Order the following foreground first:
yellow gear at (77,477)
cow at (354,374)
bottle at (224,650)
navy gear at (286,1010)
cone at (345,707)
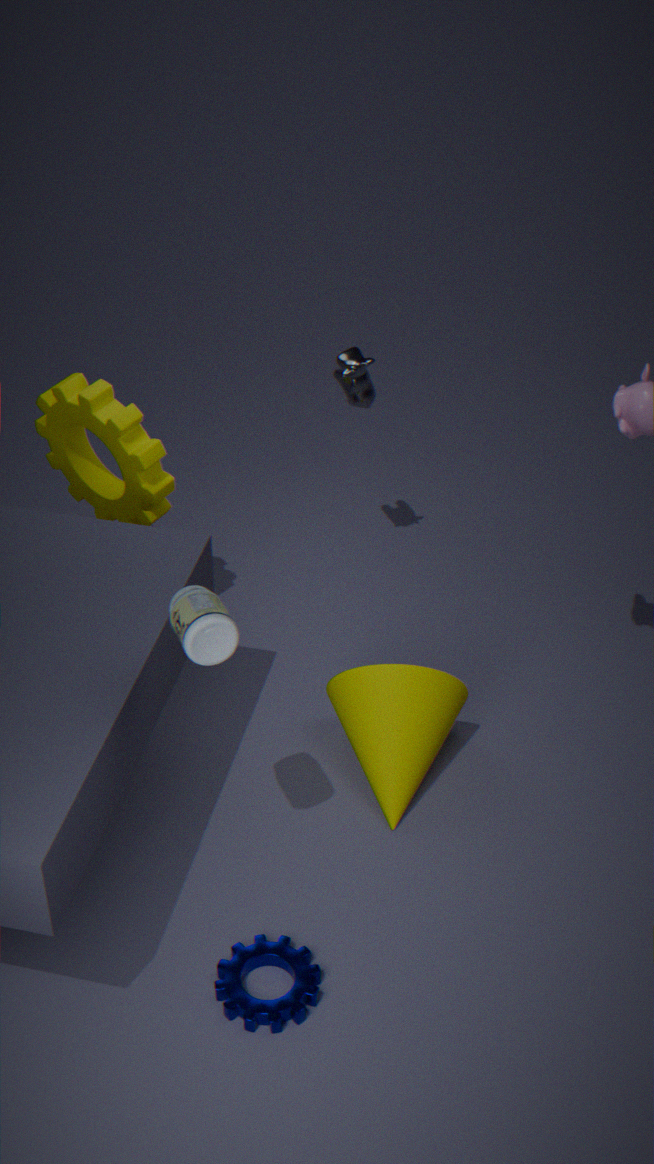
bottle at (224,650)
navy gear at (286,1010)
cone at (345,707)
yellow gear at (77,477)
cow at (354,374)
